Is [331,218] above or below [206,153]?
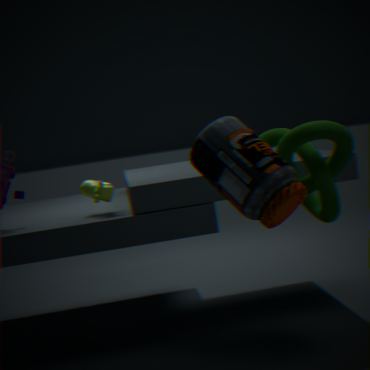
below
